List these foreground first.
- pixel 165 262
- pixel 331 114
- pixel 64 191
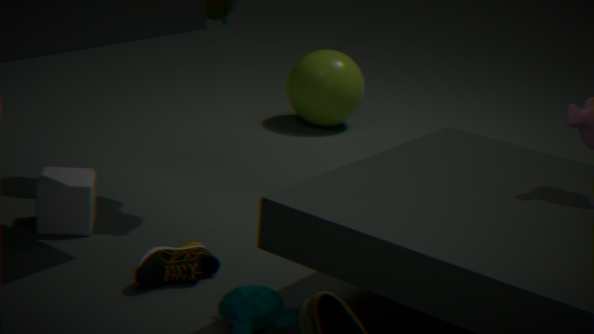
pixel 165 262 < pixel 64 191 < pixel 331 114
